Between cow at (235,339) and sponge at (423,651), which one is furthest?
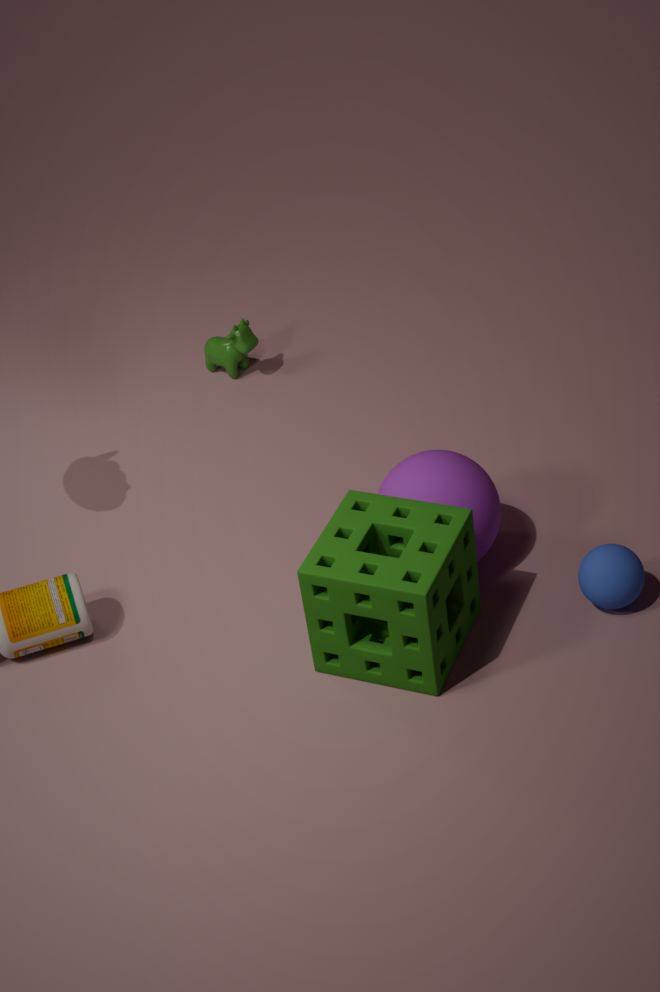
cow at (235,339)
